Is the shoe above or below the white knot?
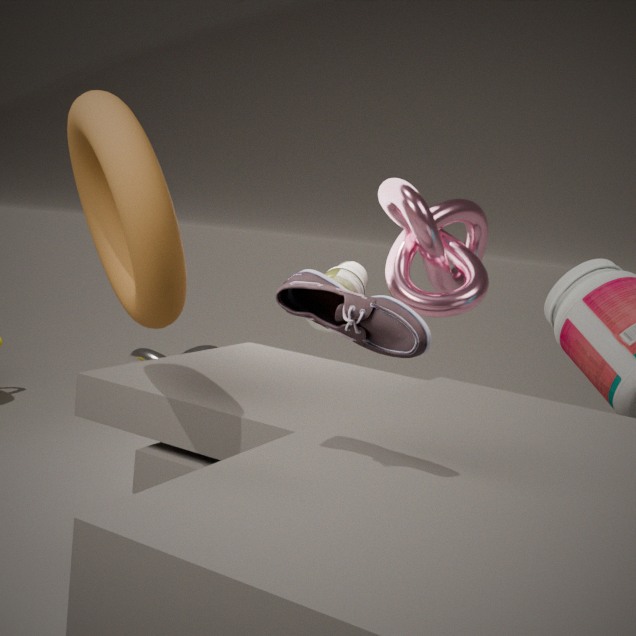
above
